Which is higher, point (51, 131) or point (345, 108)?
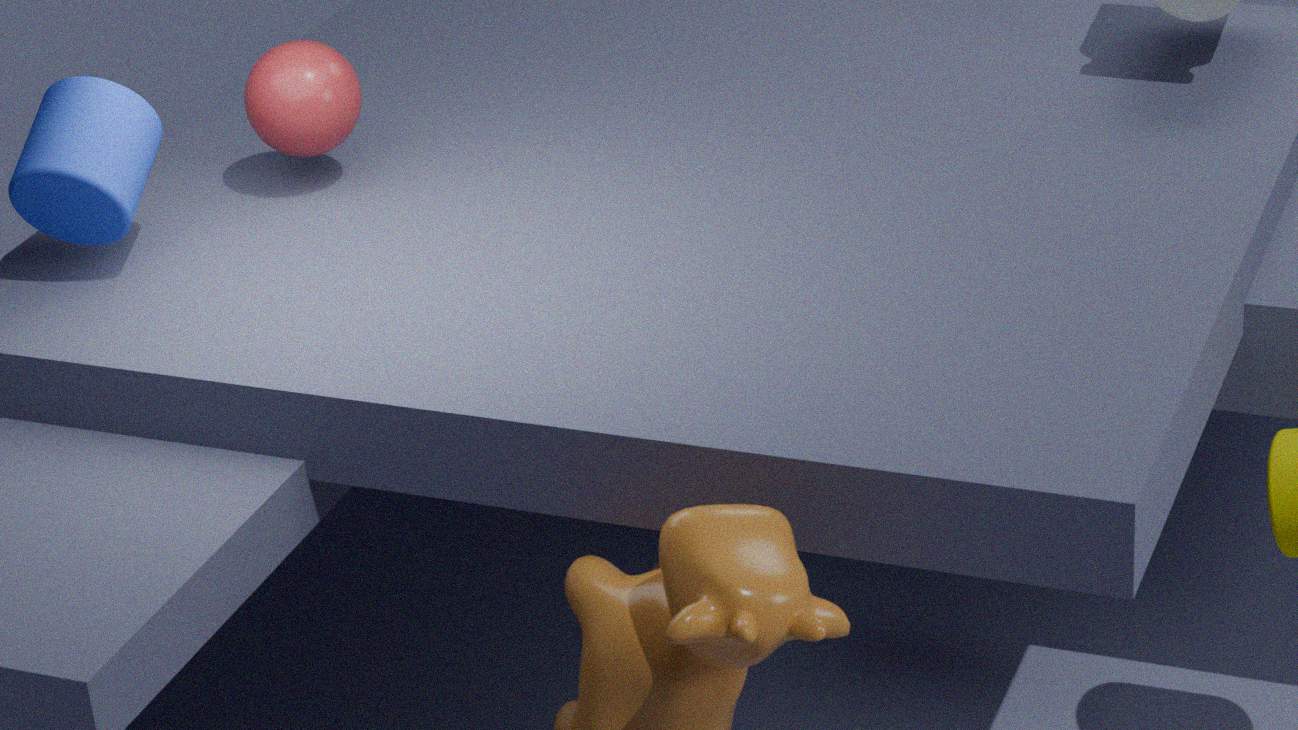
point (51, 131)
